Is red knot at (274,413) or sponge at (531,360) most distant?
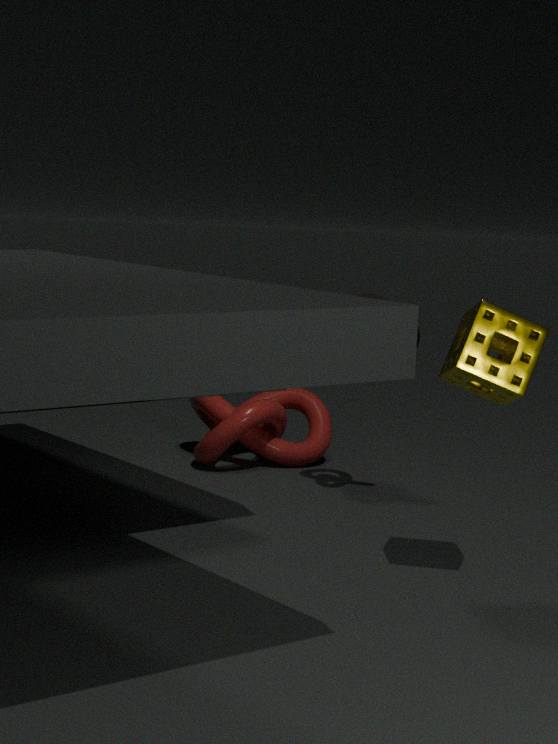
red knot at (274,413)
